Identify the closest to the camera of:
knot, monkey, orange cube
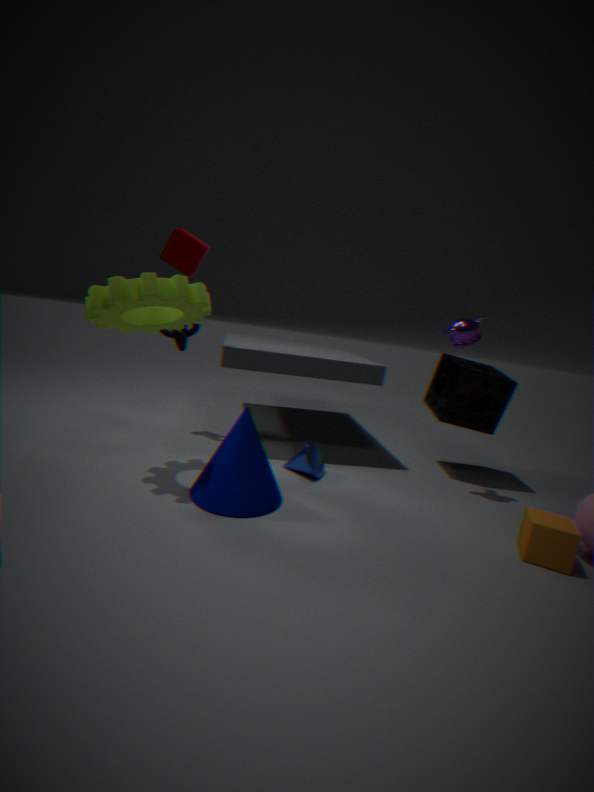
orange cube
